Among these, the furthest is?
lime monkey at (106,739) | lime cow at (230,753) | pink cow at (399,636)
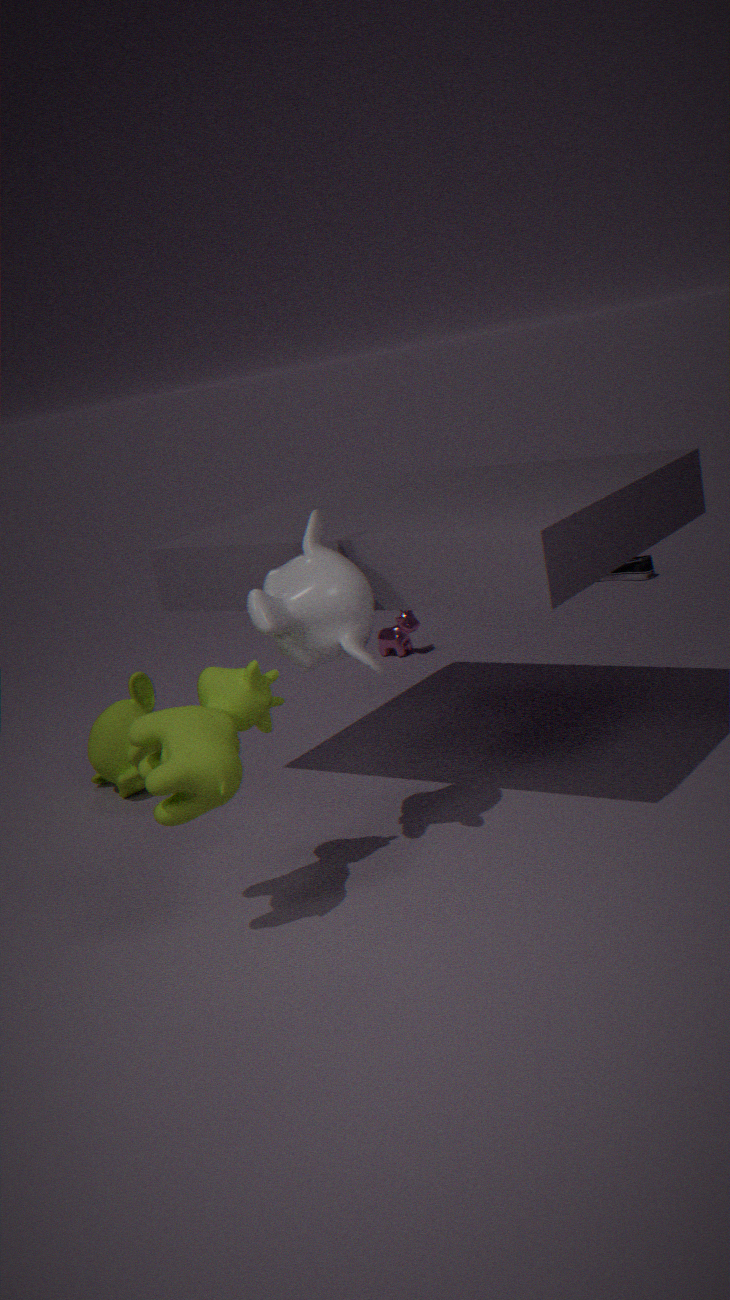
pink cow at (399,636)
